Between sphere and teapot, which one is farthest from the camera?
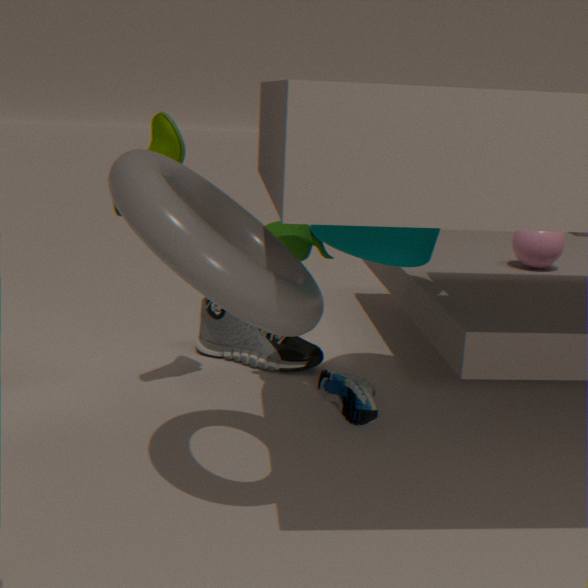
sphere
